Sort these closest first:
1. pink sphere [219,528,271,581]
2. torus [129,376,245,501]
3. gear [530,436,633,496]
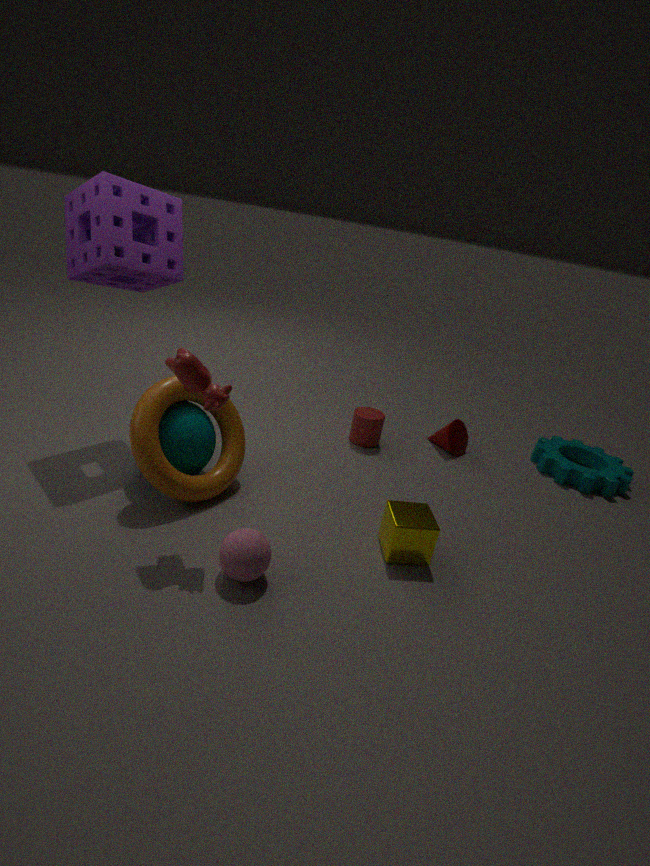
pink sphere [219,528,271,581] → torus [129,376,245,501] → gear [530,436,633,496]
